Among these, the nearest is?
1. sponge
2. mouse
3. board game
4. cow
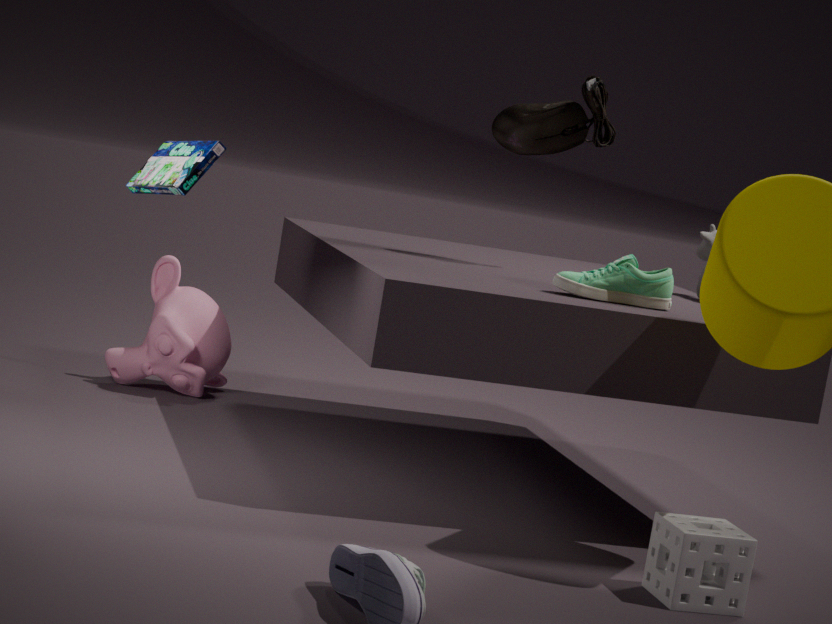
sponge
